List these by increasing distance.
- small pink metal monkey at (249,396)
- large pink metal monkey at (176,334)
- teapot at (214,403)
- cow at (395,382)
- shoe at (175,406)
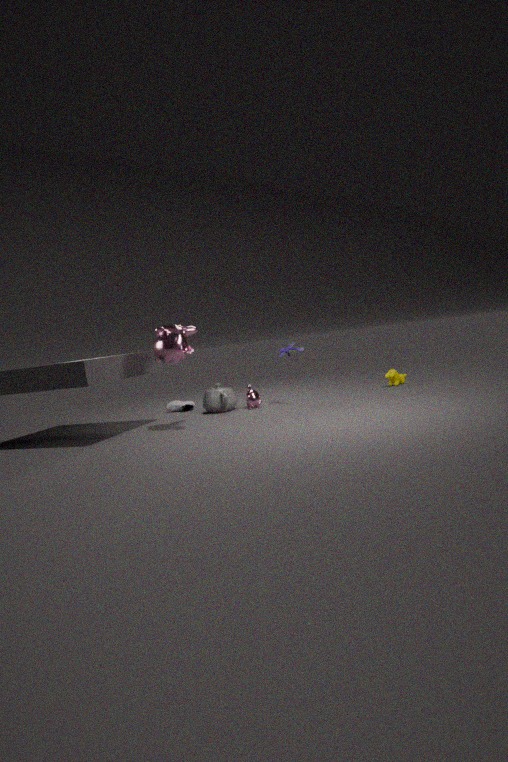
large pink metal monkey at (176,334) < teapot at (214,403) < small pink metal monkey at (249,396) < cow at (395,382) < shoe at (175,406)
